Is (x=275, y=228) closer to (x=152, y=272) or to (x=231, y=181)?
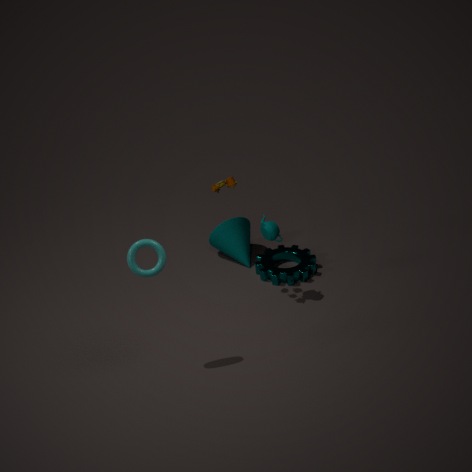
(x=231, y=181)
